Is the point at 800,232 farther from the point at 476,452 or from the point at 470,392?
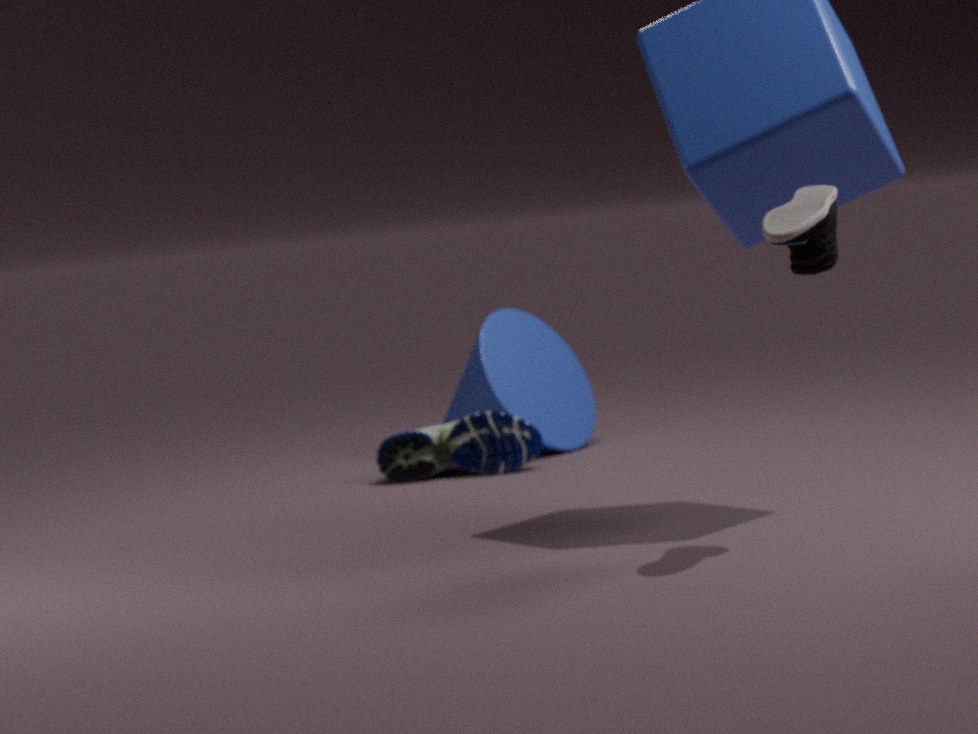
the point at 470,392
